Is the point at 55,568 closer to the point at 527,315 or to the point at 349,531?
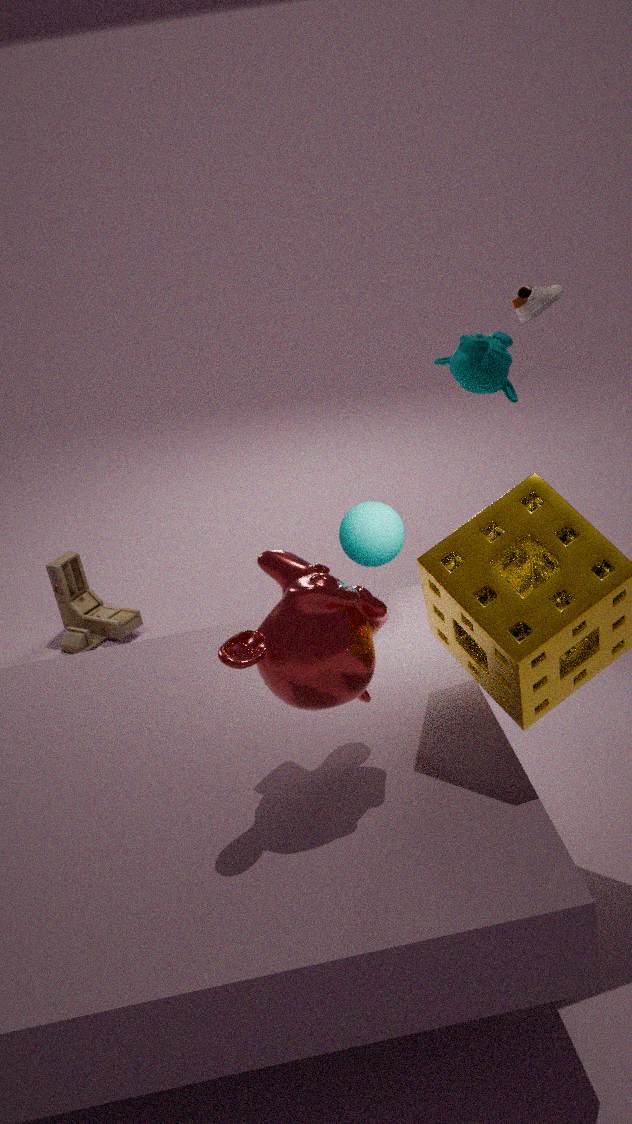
the point at 349,531
